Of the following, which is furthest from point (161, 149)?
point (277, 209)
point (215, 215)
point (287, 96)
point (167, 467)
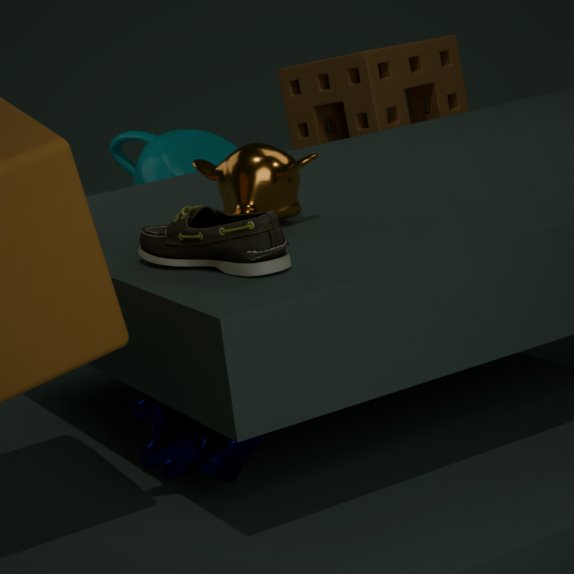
point (167, 467)
